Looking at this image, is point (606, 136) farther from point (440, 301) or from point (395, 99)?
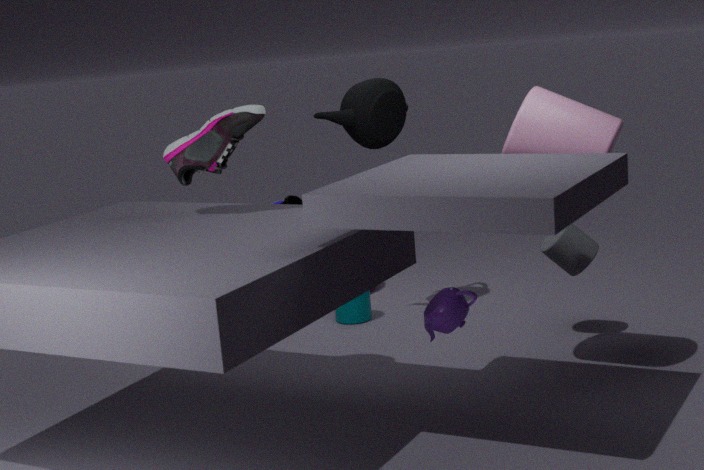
point (395, 99)
